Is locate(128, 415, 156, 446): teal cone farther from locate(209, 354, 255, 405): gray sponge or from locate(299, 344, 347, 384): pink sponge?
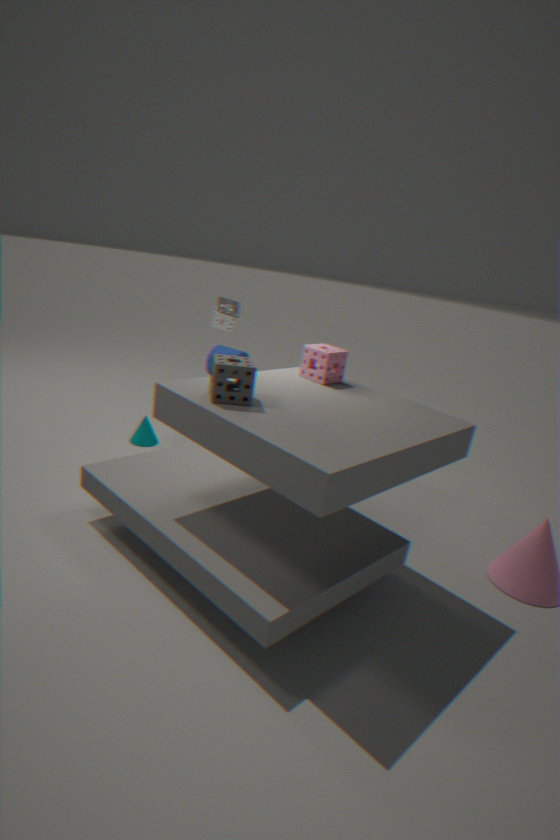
locate(209, 354, 255, 405): gray sponge
